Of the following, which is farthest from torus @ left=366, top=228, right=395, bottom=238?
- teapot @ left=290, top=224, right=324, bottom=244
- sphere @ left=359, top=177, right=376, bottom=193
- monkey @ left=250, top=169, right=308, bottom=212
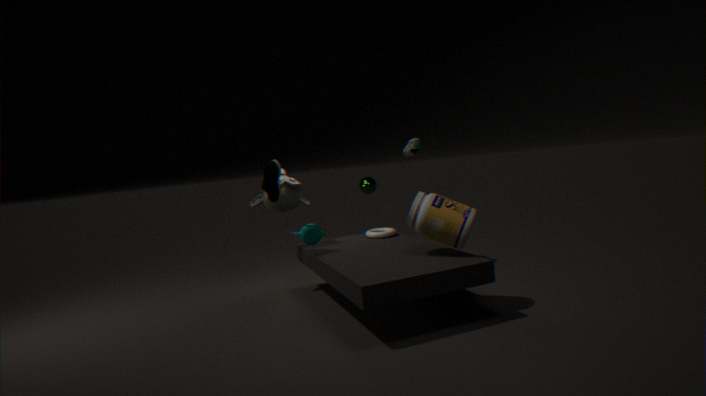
sphere @ left=359, top=177, right=376, bottom=193
